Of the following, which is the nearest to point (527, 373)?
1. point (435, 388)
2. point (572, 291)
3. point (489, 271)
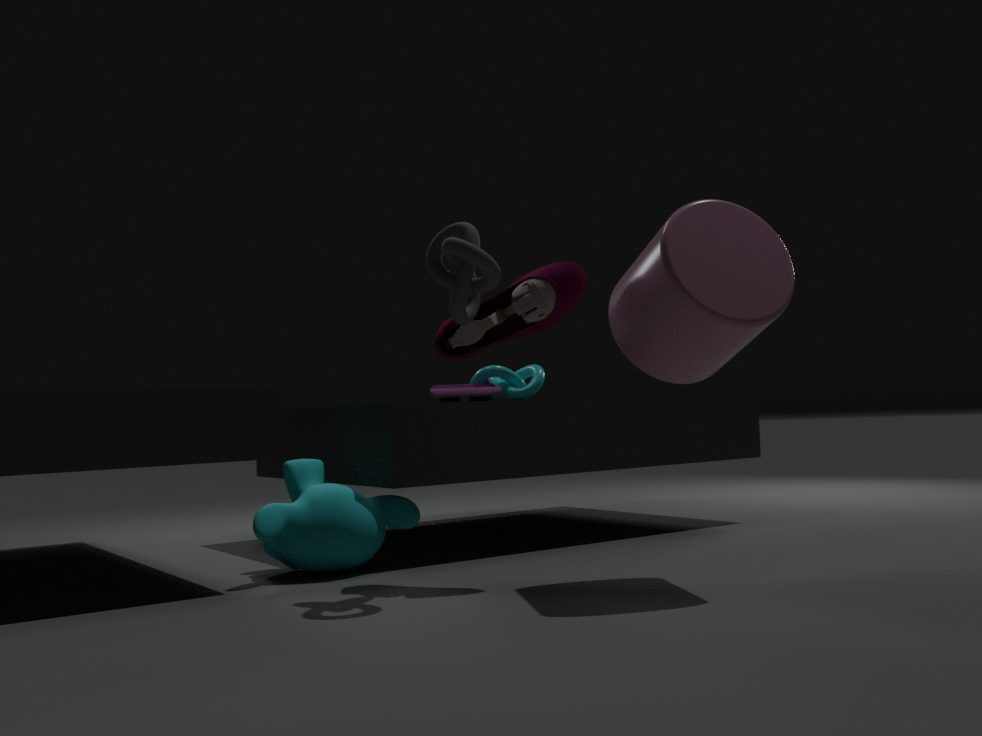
point (435, 388)
